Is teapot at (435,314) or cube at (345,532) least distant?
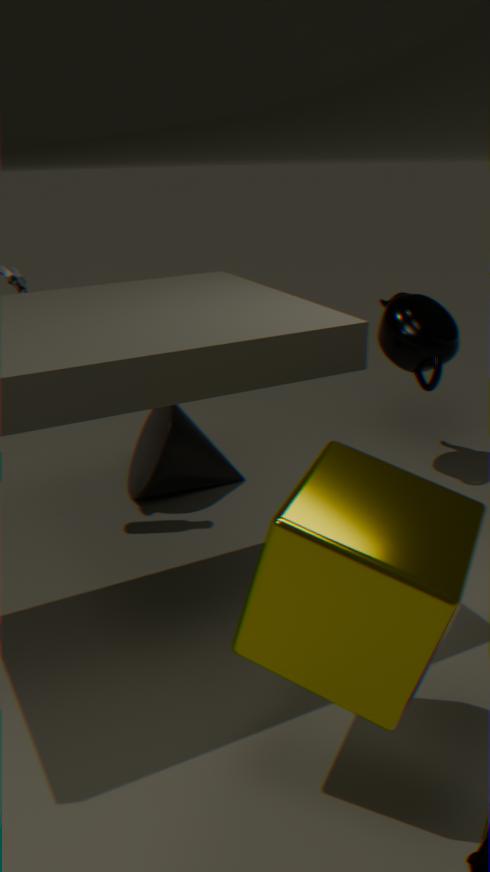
cube at (345,532)
